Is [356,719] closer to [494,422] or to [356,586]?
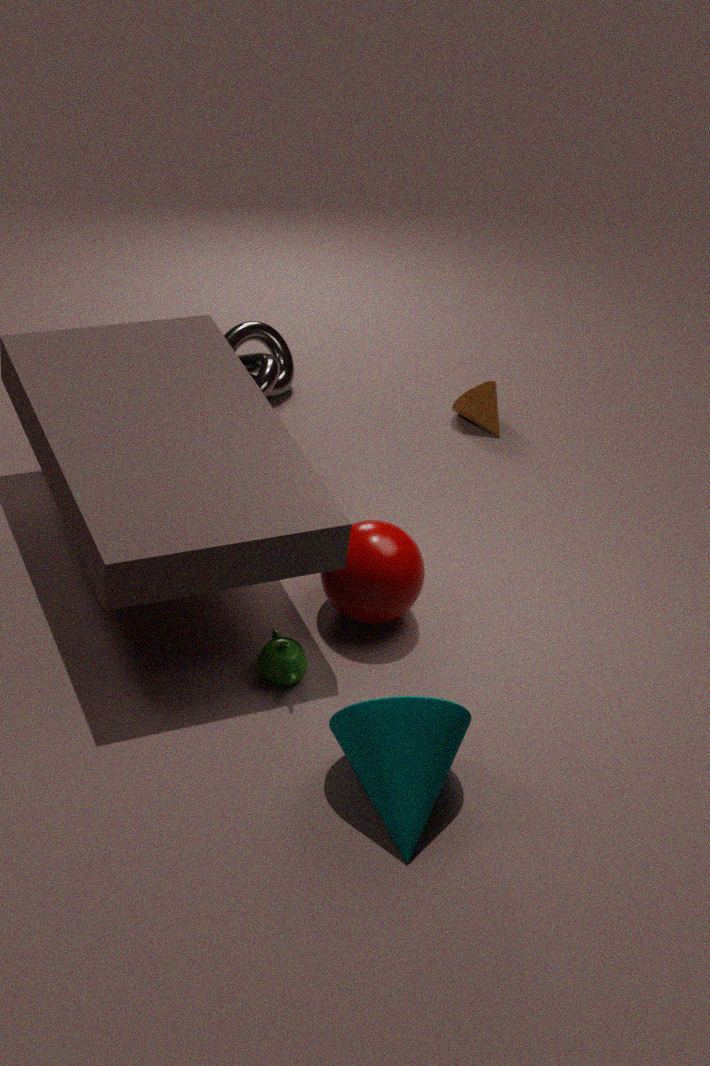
[356,586]
